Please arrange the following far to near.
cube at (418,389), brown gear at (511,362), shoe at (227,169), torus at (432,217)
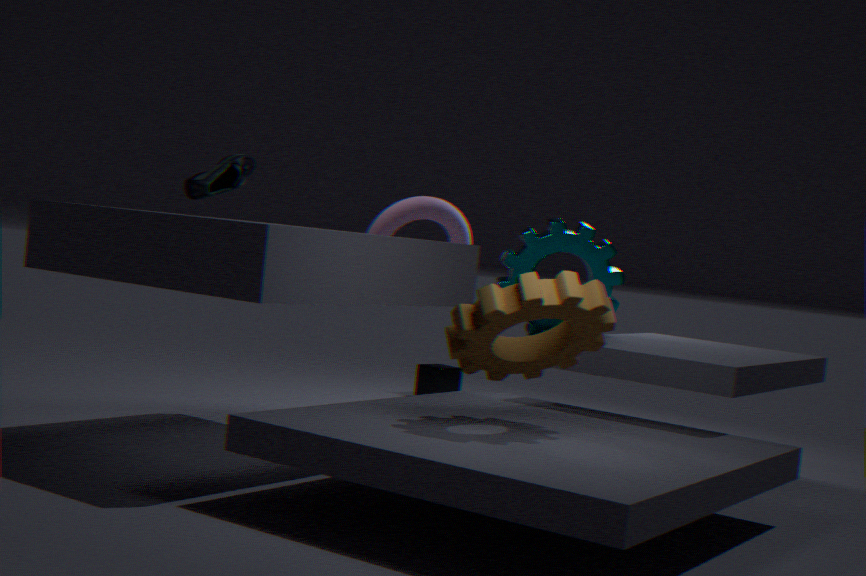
cube at (418,389) → torus at (432,217) → shoe at (227,169) → brown gear at (511,362)
